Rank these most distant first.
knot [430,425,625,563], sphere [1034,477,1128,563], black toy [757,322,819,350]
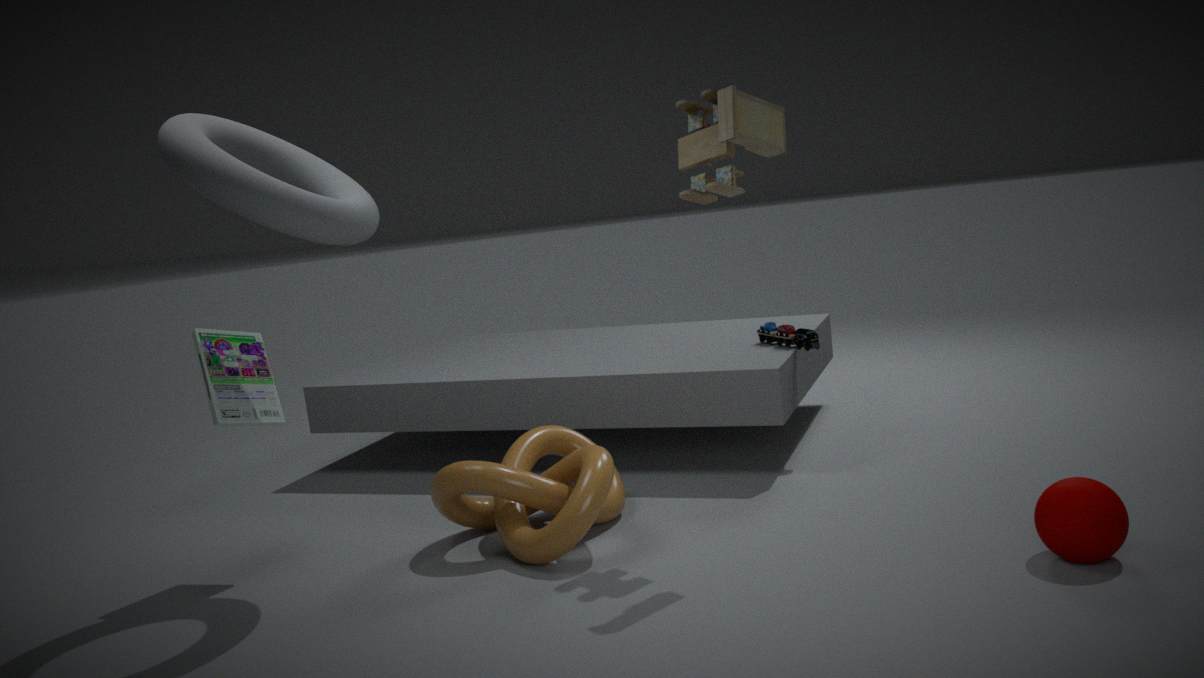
black toy [757,322,819,350]
knot [430,425,625,563]
sphere [1034,477,1128,563]
